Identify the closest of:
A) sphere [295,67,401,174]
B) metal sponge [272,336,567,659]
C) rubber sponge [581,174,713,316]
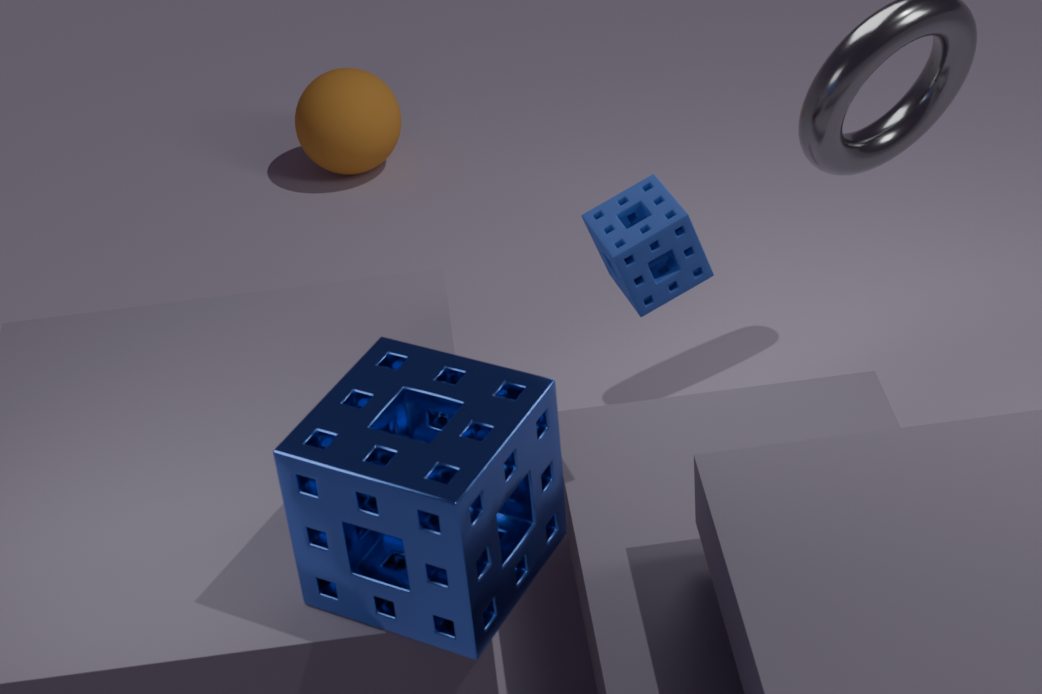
metal sponge [272,336,567,659]
